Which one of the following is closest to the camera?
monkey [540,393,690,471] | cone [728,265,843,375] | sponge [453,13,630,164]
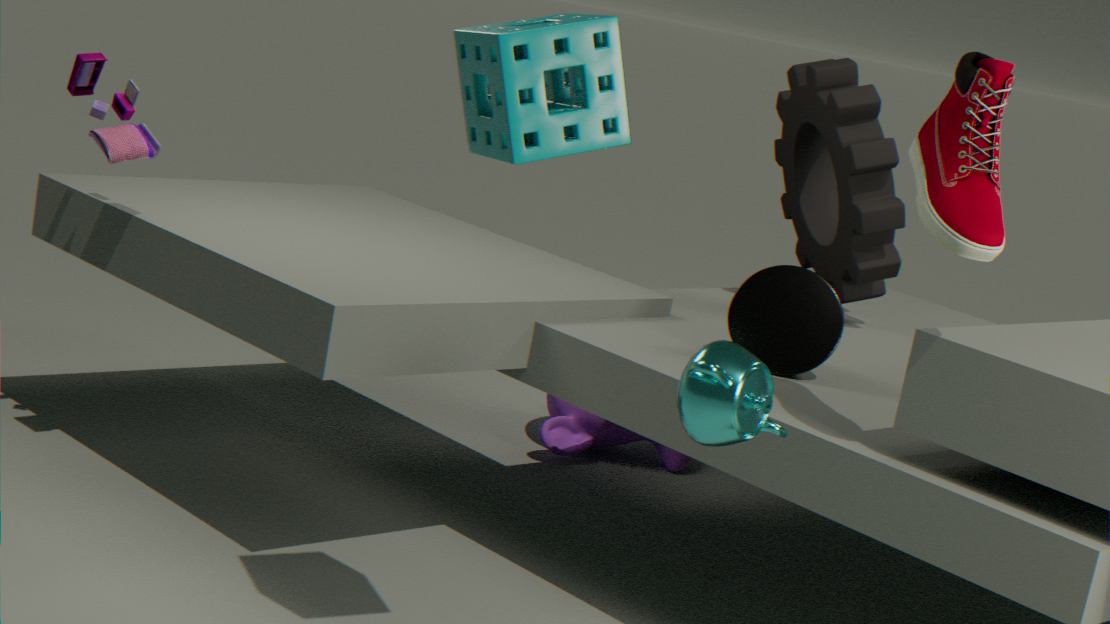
sponge [453,13,630,164]
